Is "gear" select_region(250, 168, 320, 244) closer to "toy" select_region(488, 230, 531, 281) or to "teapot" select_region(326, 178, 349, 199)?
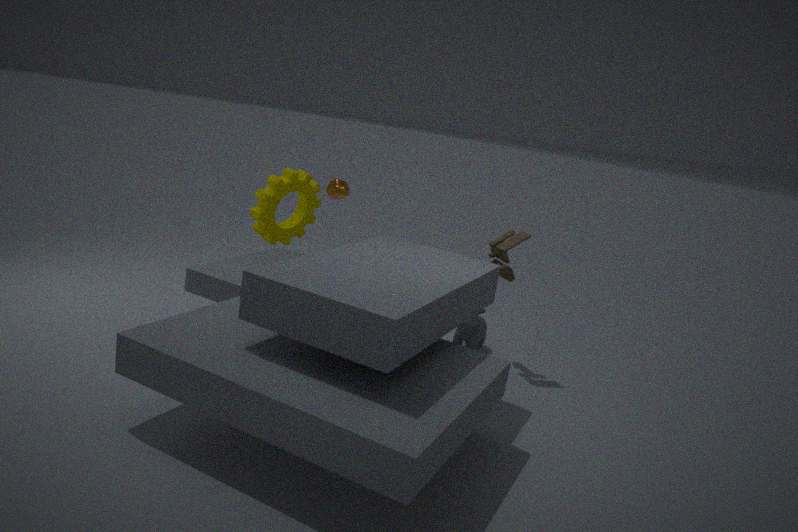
"teapot" select_region(326, 178, 349, 199)
